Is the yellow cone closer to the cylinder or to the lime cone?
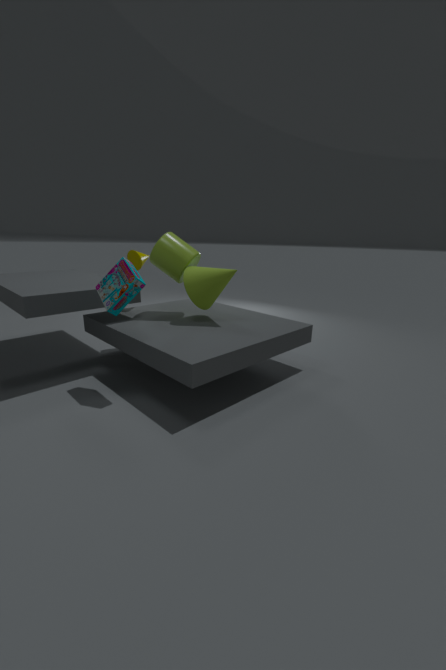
the cylinder
